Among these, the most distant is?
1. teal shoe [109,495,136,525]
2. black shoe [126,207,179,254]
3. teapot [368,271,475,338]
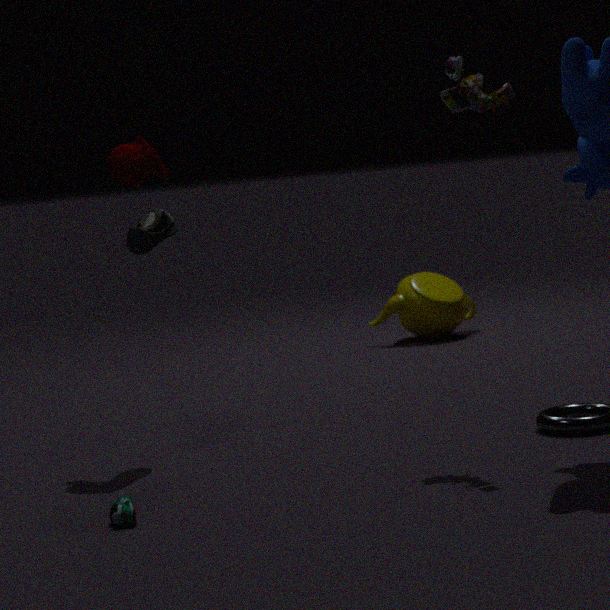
teapot [368,271,475,338]
